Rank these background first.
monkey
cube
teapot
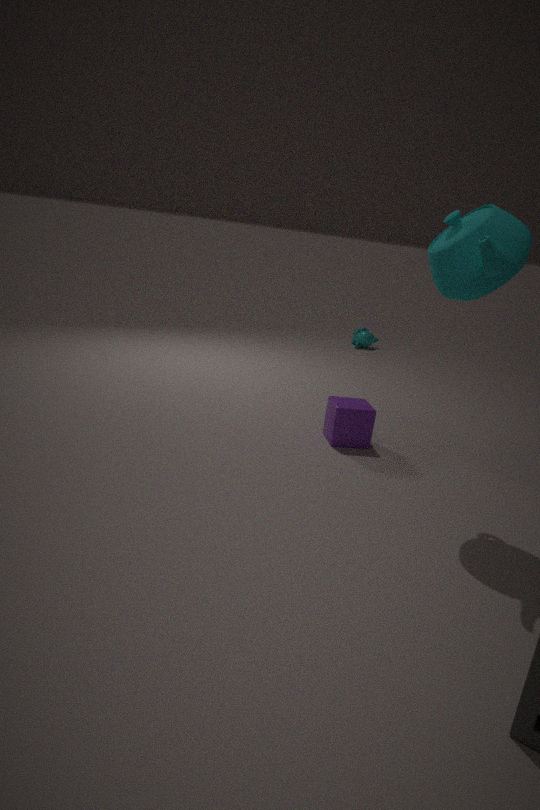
monkey < cube < teapot
